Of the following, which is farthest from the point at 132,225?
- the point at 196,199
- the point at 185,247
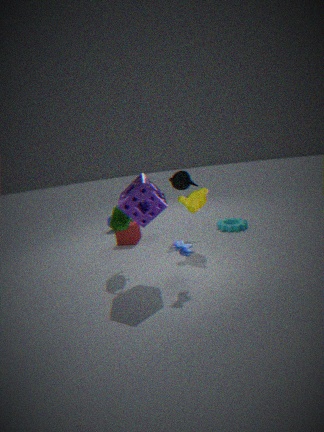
the point at 185,247
